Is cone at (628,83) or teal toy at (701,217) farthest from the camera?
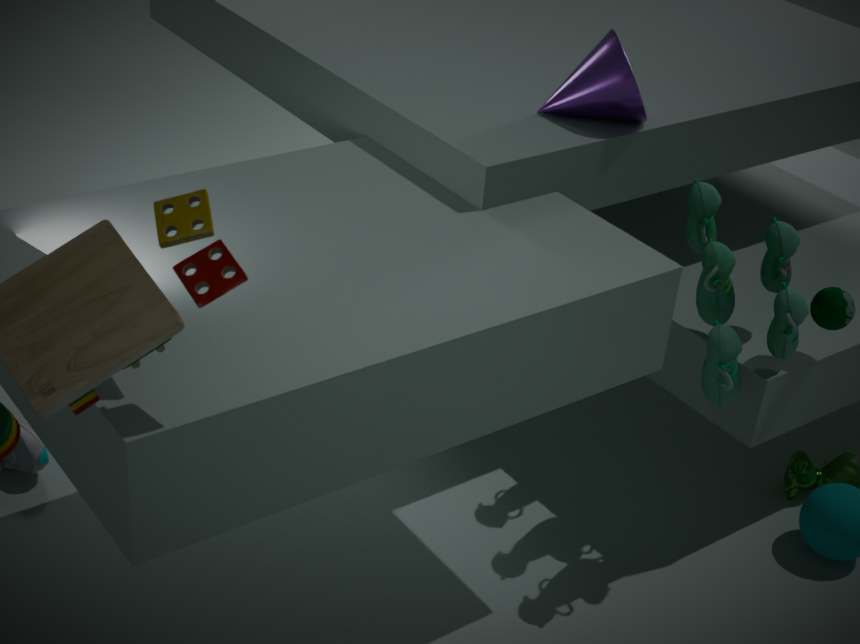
cone at (628,83)
